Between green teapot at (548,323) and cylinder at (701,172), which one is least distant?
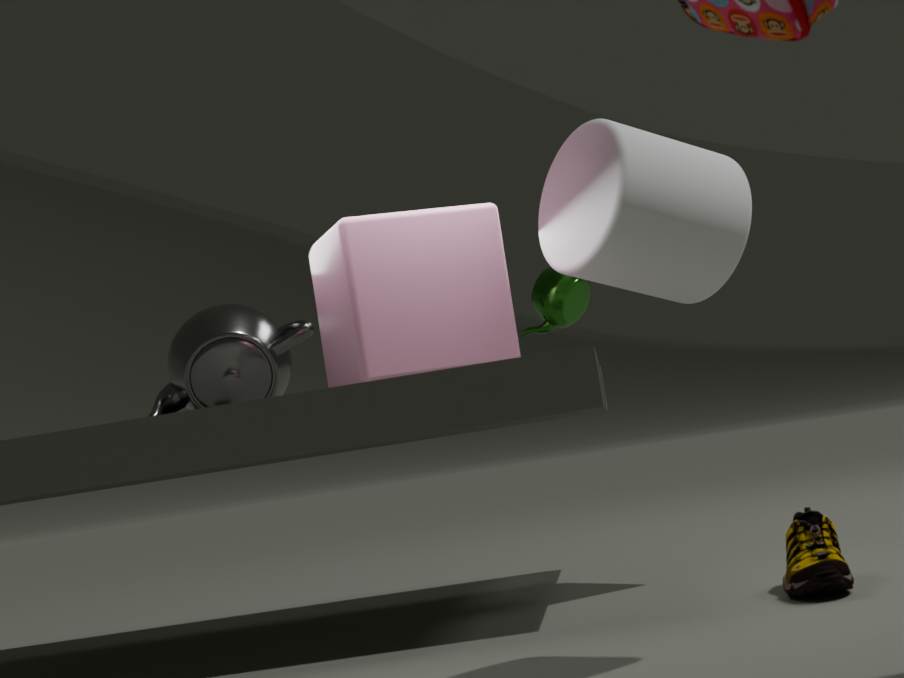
cylinder at (701,172)
